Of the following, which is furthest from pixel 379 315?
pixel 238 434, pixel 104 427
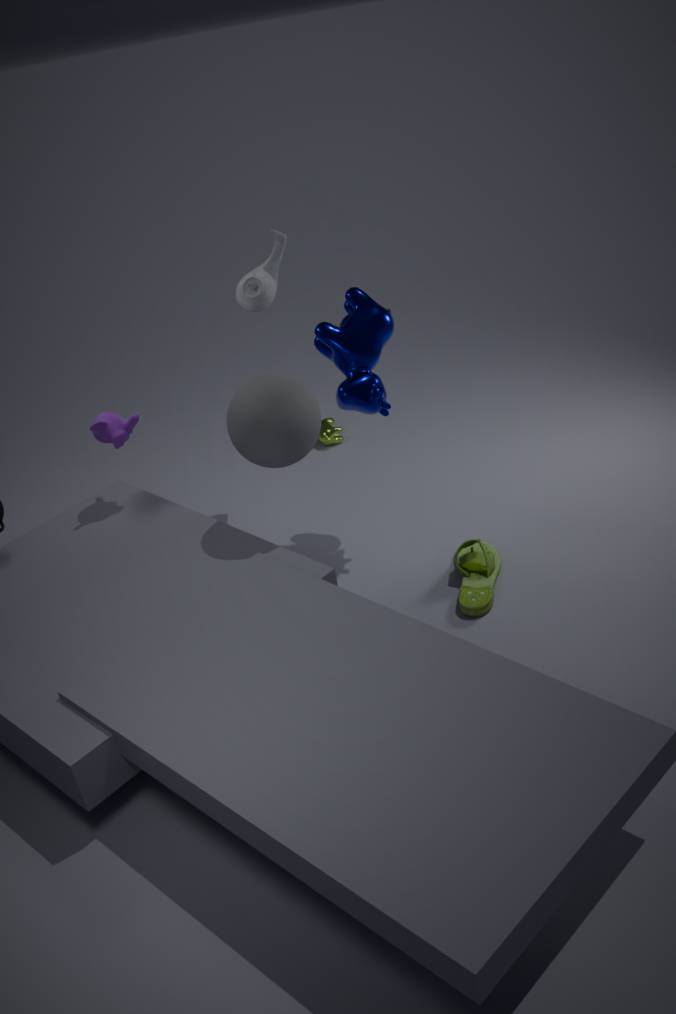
pixel 104 427
